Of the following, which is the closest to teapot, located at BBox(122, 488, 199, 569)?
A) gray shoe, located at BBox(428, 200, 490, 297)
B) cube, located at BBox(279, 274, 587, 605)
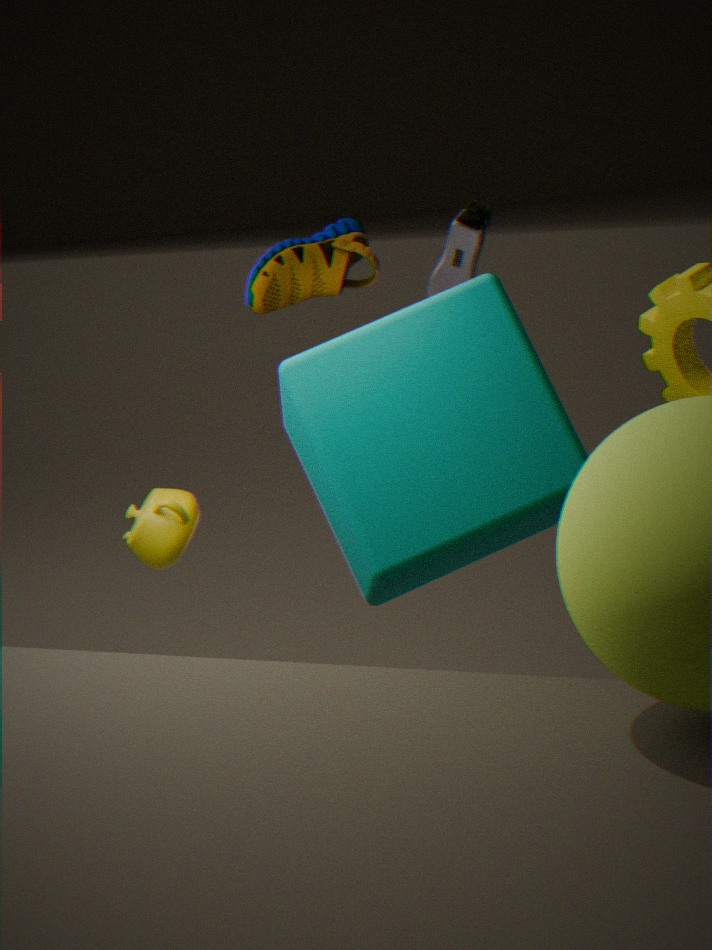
cube, located at BBox(279, 274, 587, 605)
